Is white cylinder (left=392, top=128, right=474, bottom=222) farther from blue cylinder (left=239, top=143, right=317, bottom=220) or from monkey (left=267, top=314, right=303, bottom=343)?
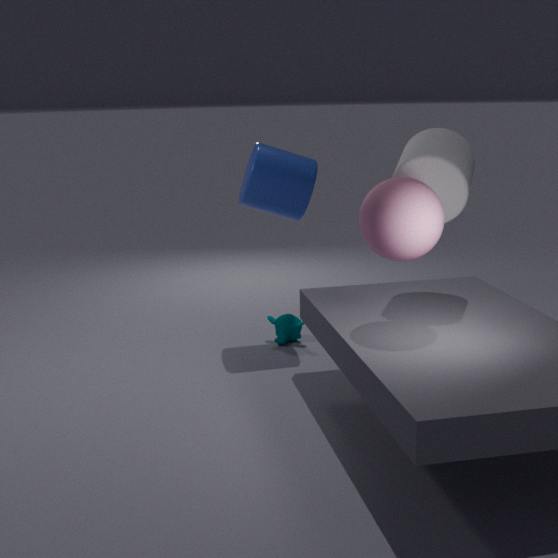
monkey (left=267, top=314, right=303, bottom=343)
